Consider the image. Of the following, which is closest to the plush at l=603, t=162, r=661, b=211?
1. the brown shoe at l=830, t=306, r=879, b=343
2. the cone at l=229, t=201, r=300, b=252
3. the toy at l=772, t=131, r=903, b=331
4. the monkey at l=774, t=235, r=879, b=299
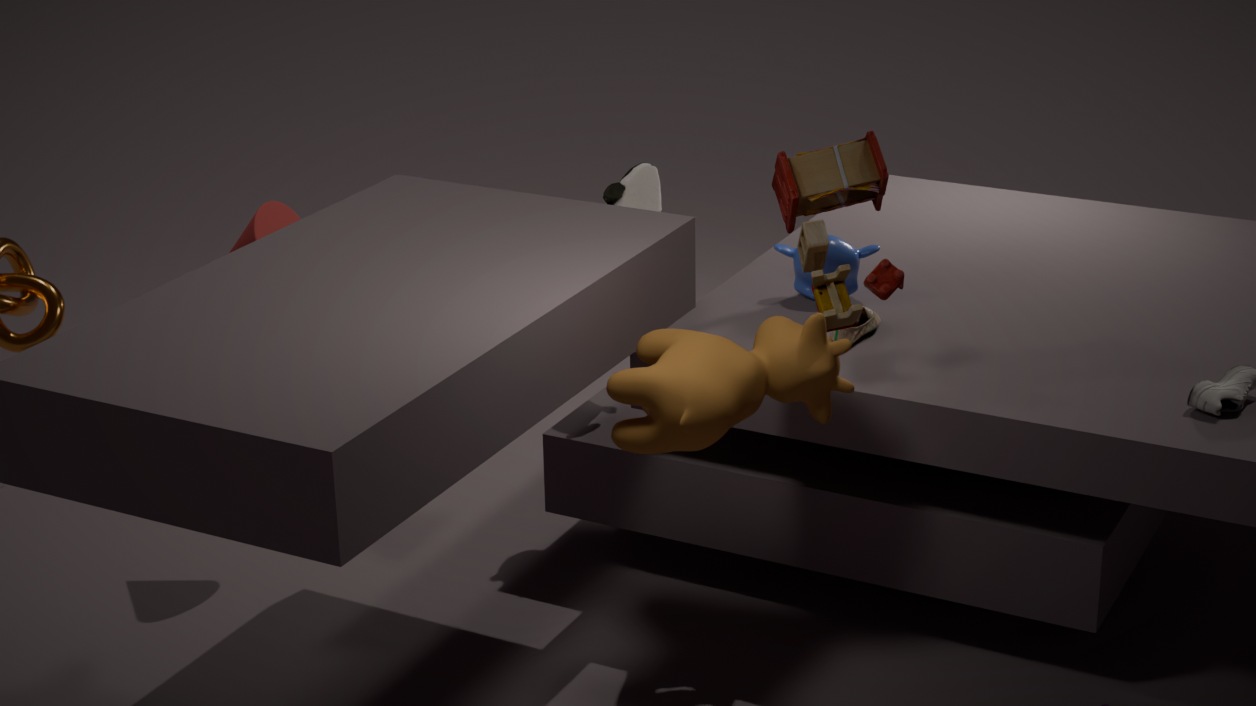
the monkey at l=774, t=235, r=879, b=299
